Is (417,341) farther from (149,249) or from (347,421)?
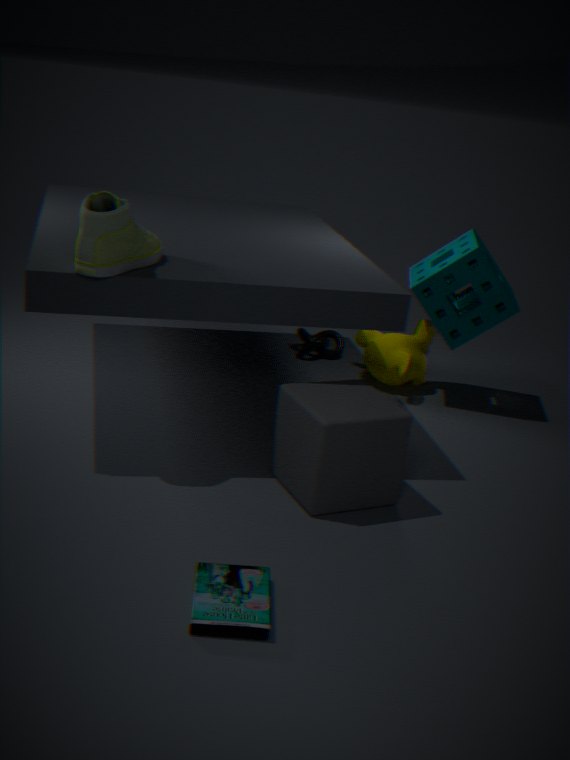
(149,249)
